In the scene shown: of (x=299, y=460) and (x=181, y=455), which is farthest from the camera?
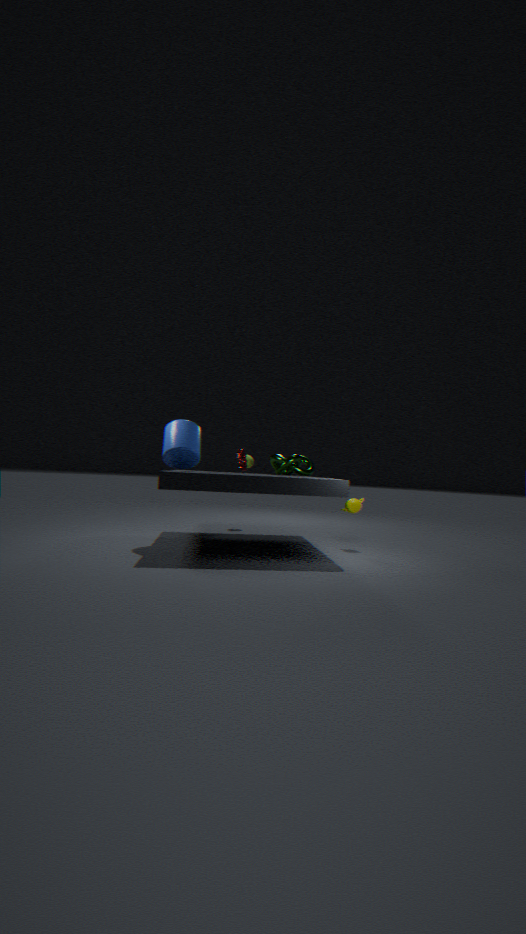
(x=299, y=460)
